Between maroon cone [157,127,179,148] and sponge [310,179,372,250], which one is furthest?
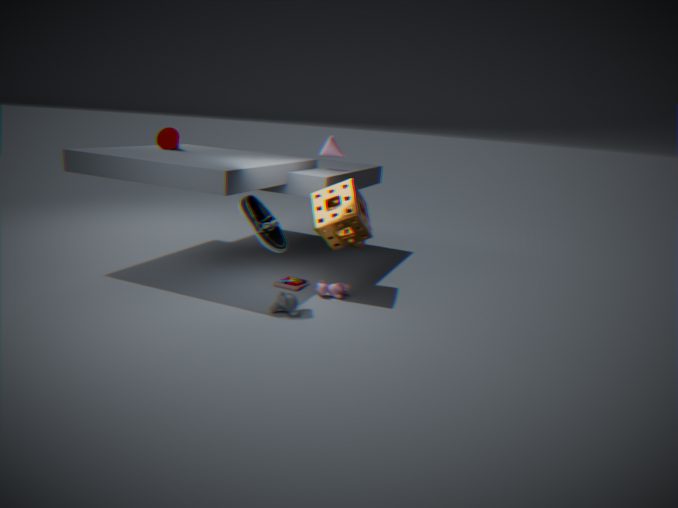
maroon cone [157,127,179,148]
